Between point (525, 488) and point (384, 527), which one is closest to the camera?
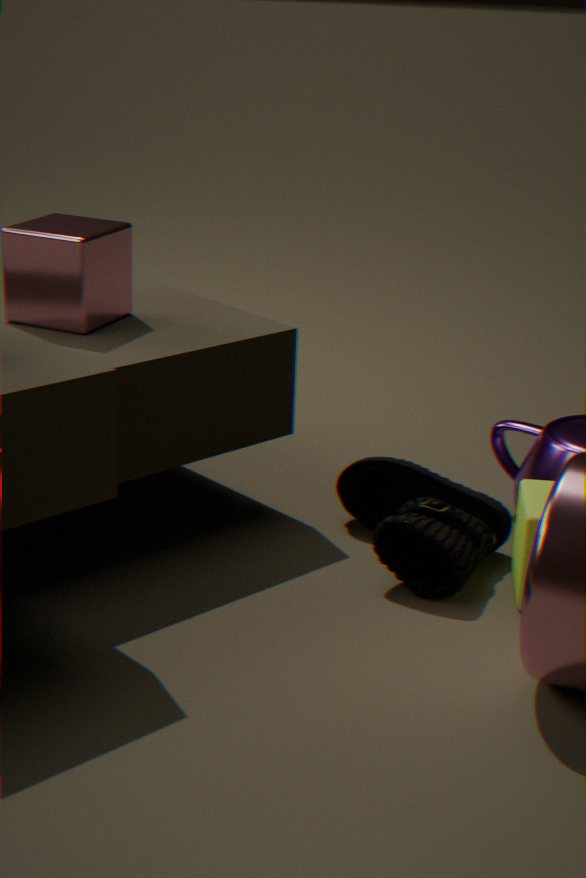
point (384, 527)
